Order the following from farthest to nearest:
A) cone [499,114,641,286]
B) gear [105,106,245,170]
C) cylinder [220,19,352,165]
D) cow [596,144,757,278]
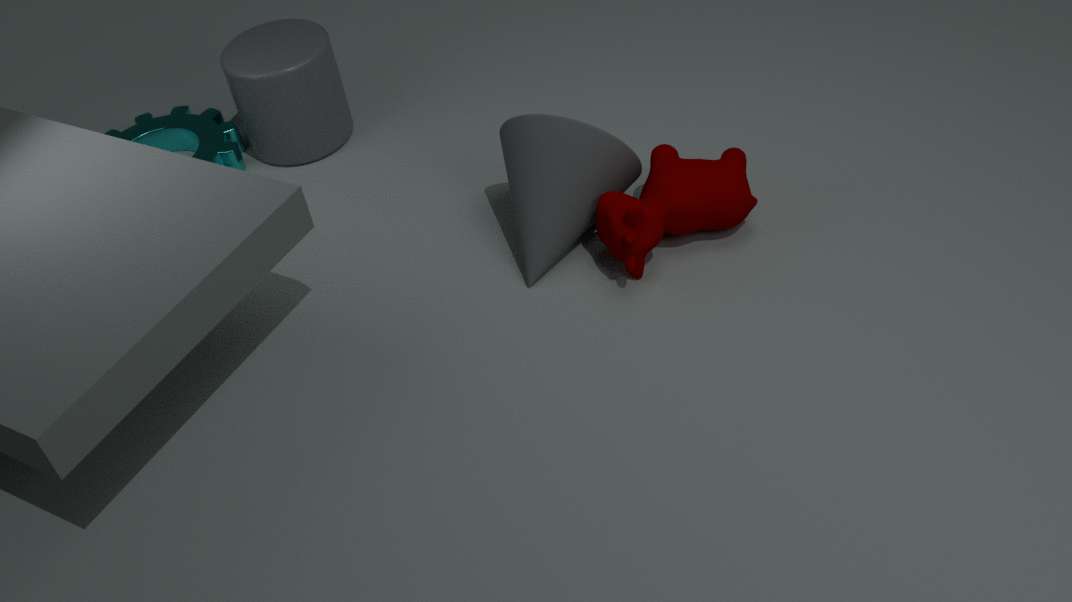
B. gear [105,106,245,170]
C. cylinder [220,19,352,165]
A. cone [499,114,641,286]
D. cow [596,144,757,278]
